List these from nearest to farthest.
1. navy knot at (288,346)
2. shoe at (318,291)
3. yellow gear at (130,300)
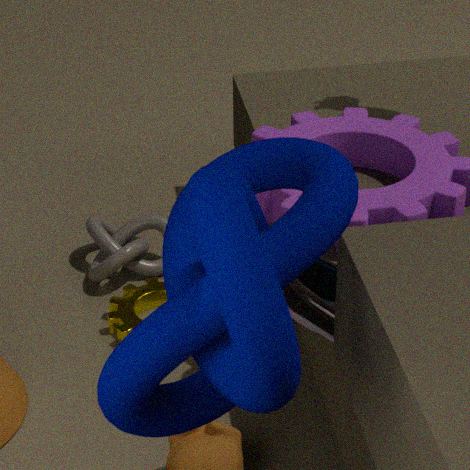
navy knot at (288,346) < shoe at (318,291) < yellow gear at (130,300)
